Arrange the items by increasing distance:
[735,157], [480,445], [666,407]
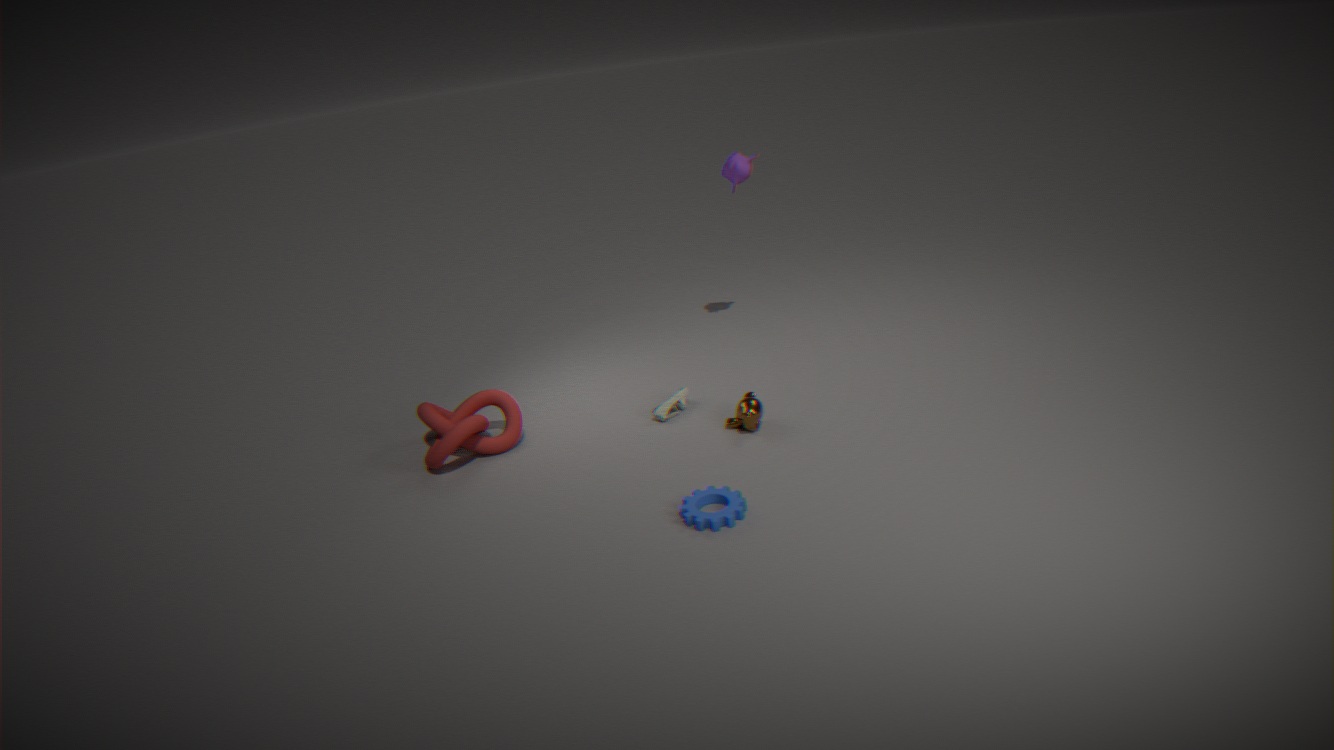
[480,445]
[666,407]
[735,157]
